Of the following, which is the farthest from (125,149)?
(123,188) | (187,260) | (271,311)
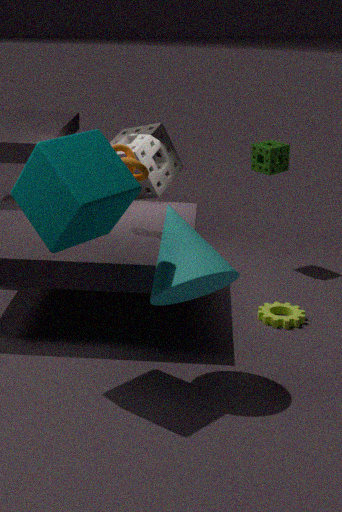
(271,311)
